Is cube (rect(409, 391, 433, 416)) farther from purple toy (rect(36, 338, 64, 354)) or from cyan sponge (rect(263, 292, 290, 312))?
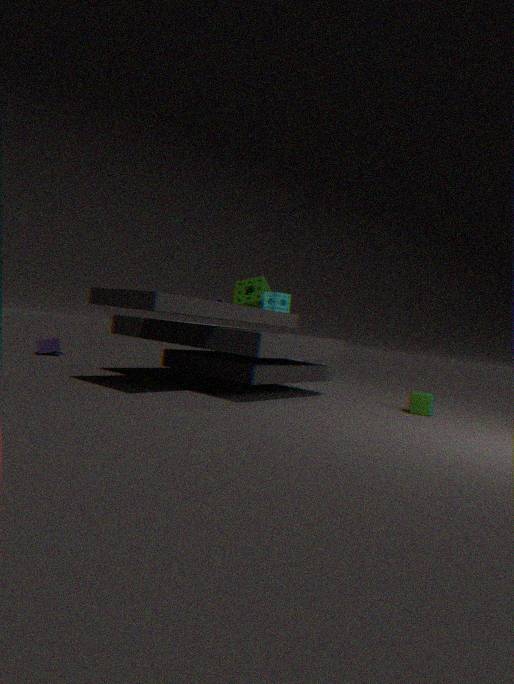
purple toy (rect(36, 338, 64, 354))
